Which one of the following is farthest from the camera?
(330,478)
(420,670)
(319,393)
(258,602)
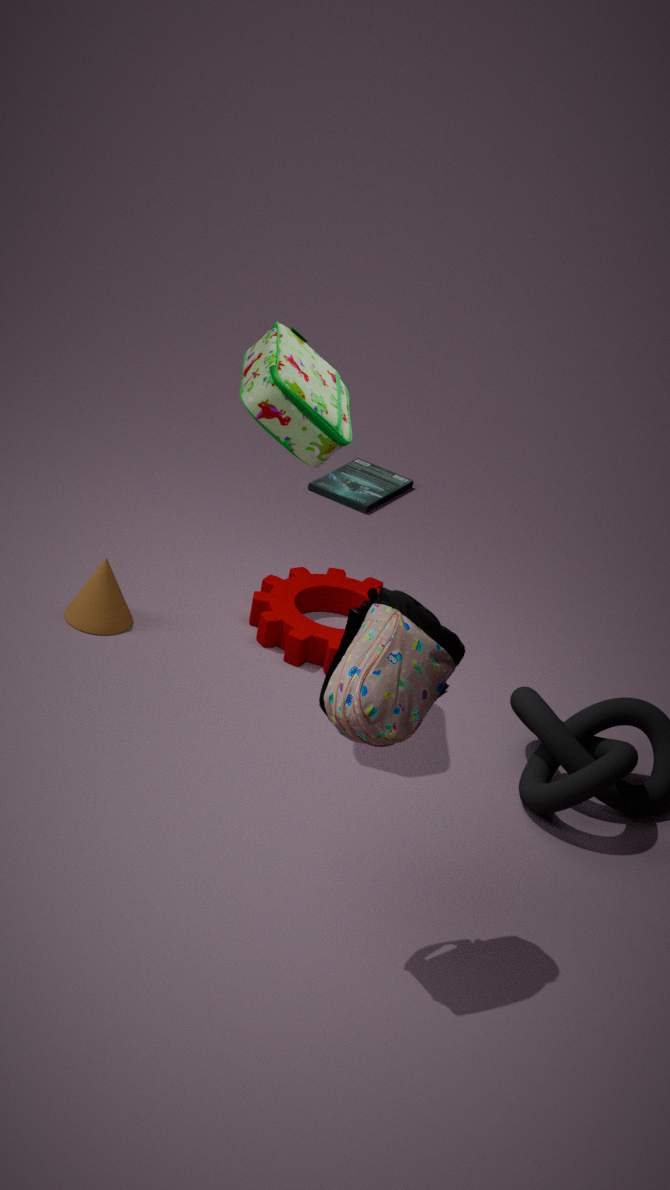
(330,478)
